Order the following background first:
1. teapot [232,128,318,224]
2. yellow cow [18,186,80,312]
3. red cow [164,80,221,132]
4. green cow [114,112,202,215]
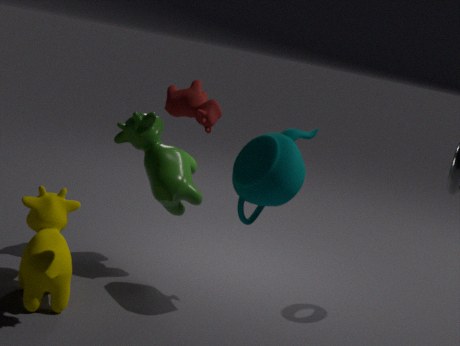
1. green cow [114,112,202,215]
2. teapot [232,128,318,224]
3. yellow cow [18,186,80,312]
4. red cow [164,80,221,132]
